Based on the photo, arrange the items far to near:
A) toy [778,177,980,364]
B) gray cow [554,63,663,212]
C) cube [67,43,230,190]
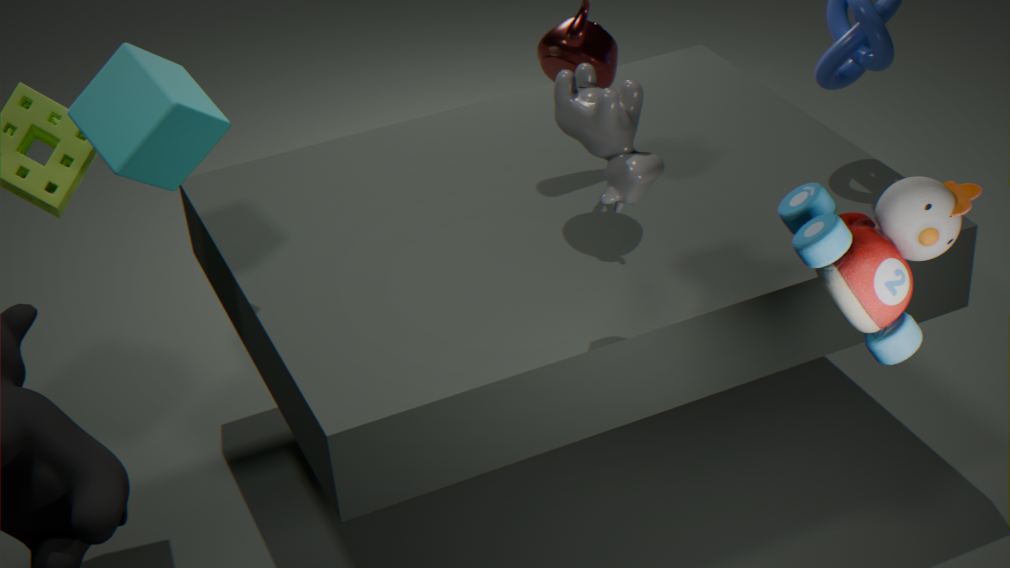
cube [67,43,230,190] → gray cow [554,63,663,212] → toy [778,177,980,364]
